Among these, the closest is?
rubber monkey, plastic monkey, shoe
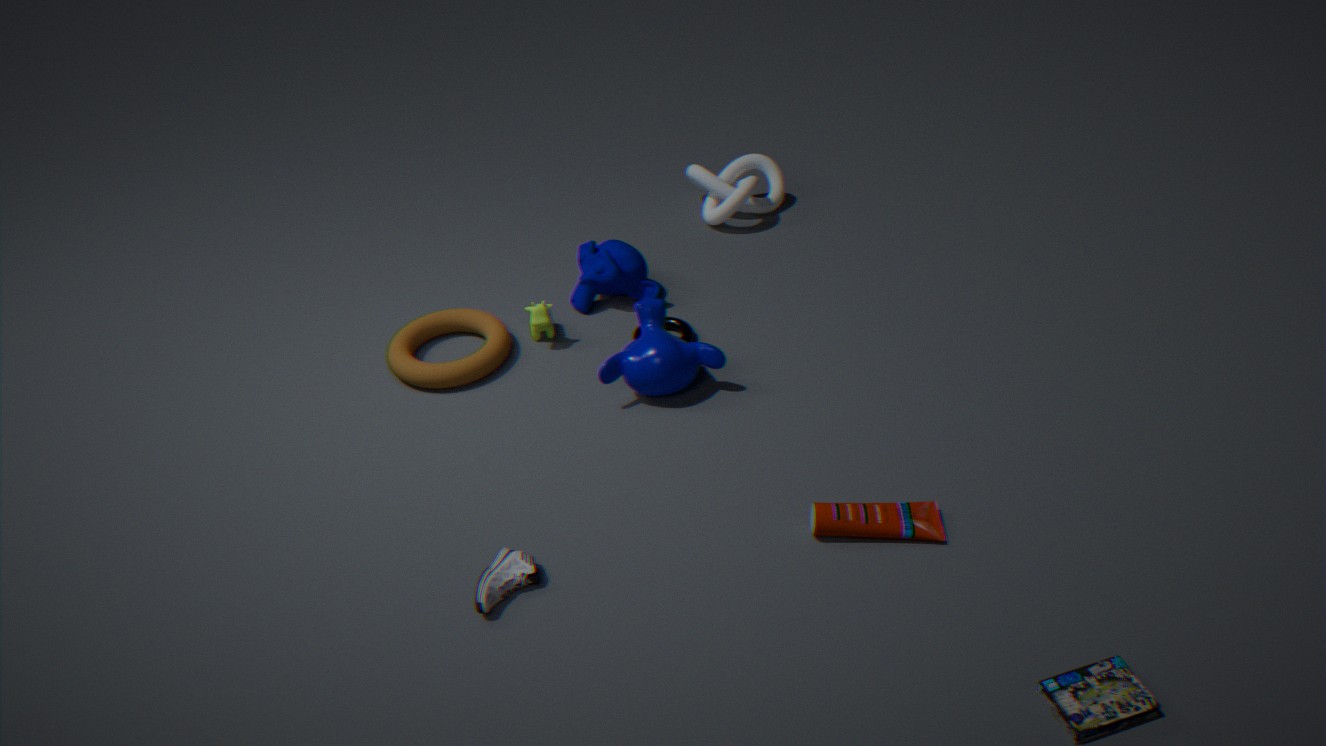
shoe
